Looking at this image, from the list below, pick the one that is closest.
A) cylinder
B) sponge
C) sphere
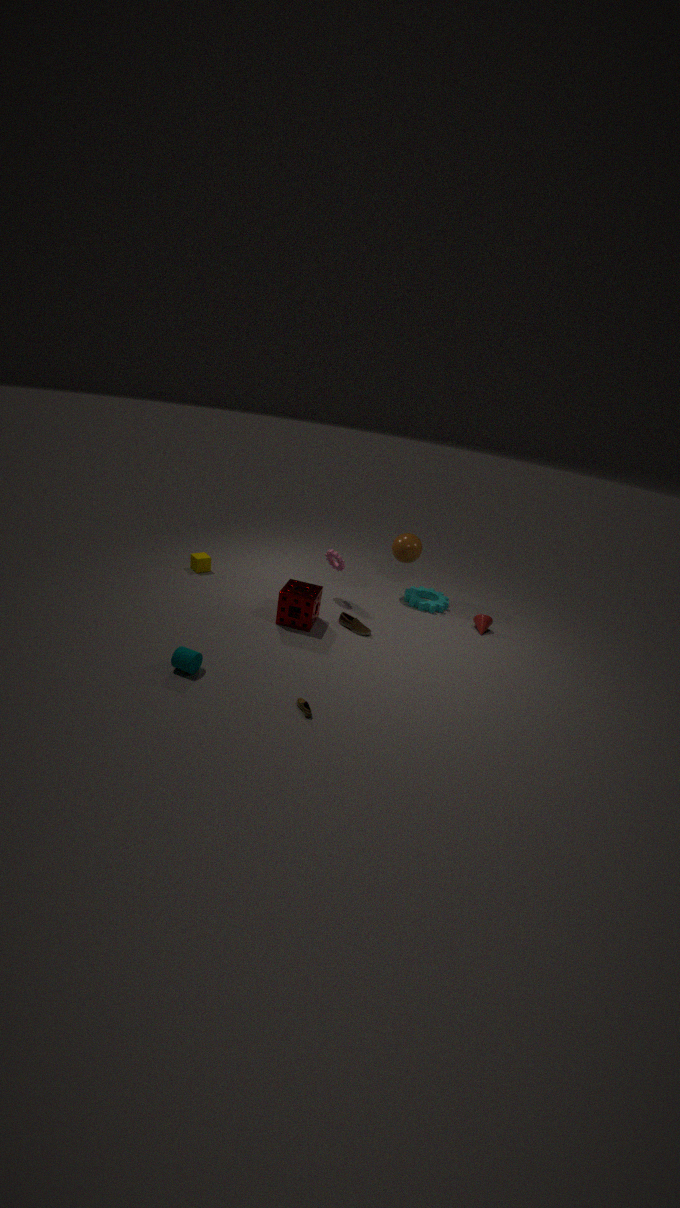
cylinder
